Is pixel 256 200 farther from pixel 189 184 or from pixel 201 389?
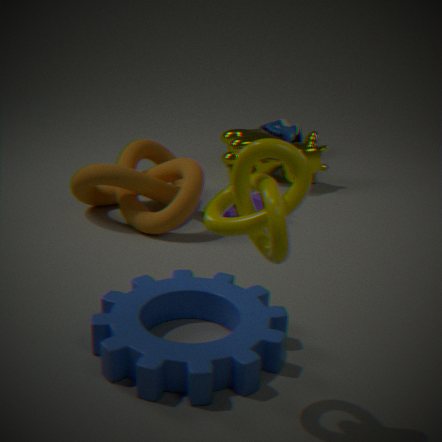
pixel 201 389
